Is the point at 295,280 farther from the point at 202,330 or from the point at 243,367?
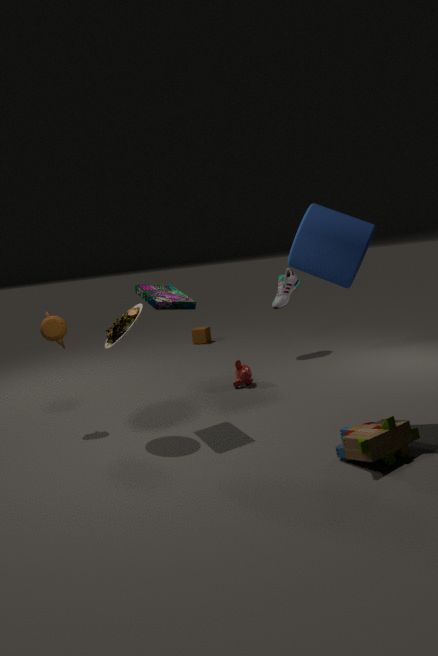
the point at 202,330
